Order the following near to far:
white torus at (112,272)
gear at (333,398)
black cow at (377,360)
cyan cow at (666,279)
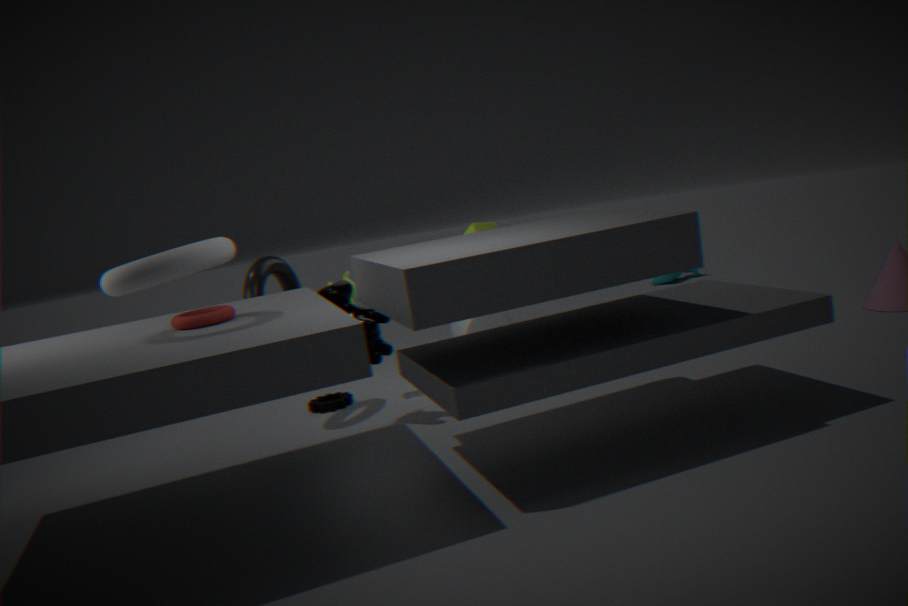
1. white torus at (112,272)
2. black cow at (377,360)
3. gear at (333,398)
4. cyan cow at (666,279)
